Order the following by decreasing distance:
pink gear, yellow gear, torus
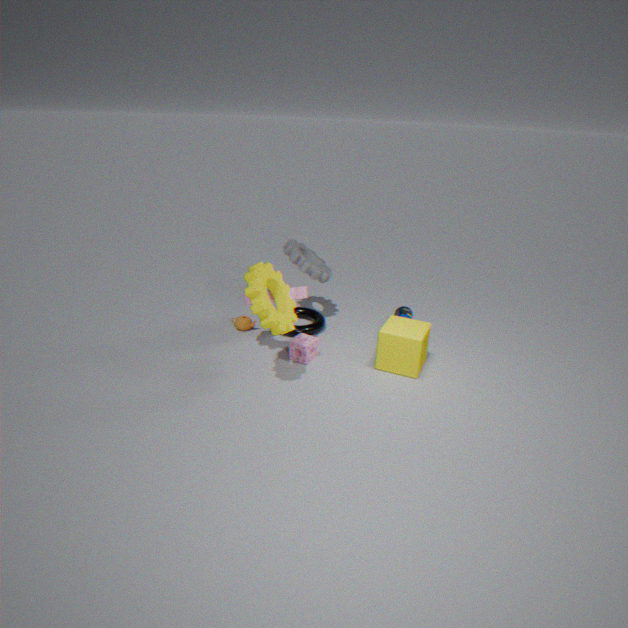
torus
pink gear
yellow gear
